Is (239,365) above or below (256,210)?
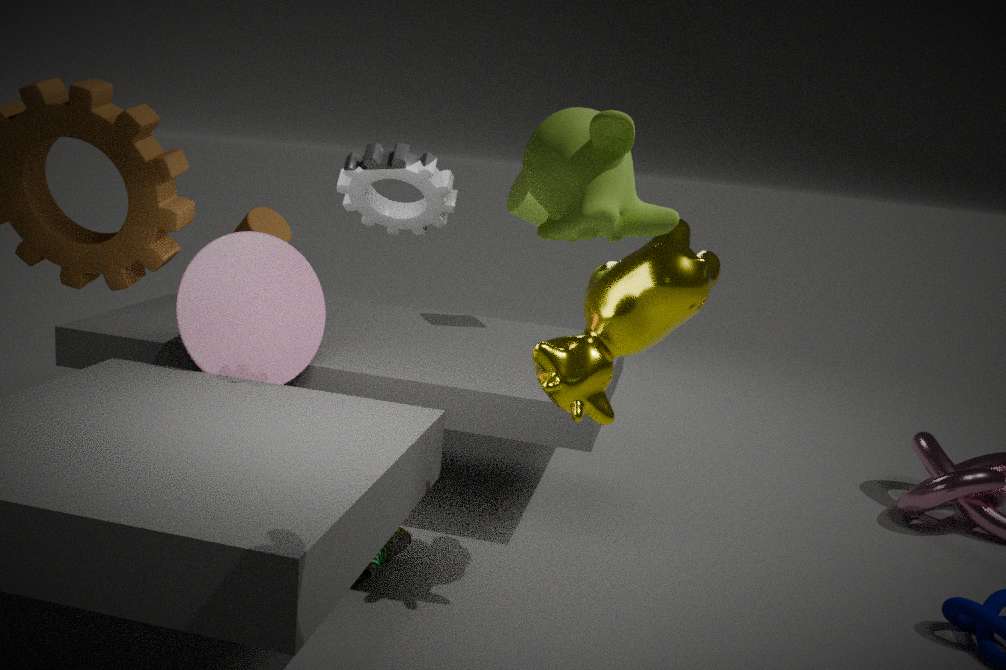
below
